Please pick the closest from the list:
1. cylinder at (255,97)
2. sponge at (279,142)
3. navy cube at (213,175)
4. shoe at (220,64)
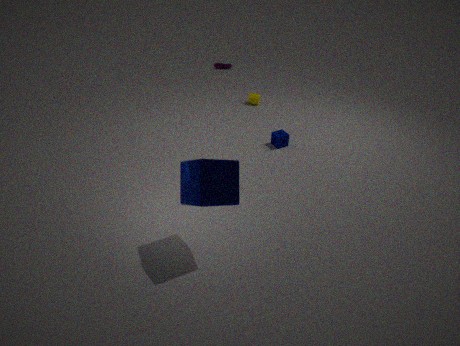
navy cube at (213,175)
